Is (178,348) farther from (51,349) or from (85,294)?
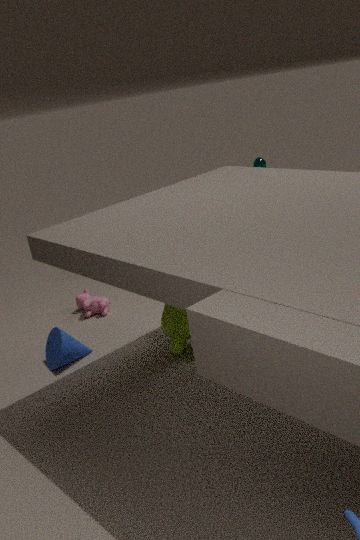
(85,294)
